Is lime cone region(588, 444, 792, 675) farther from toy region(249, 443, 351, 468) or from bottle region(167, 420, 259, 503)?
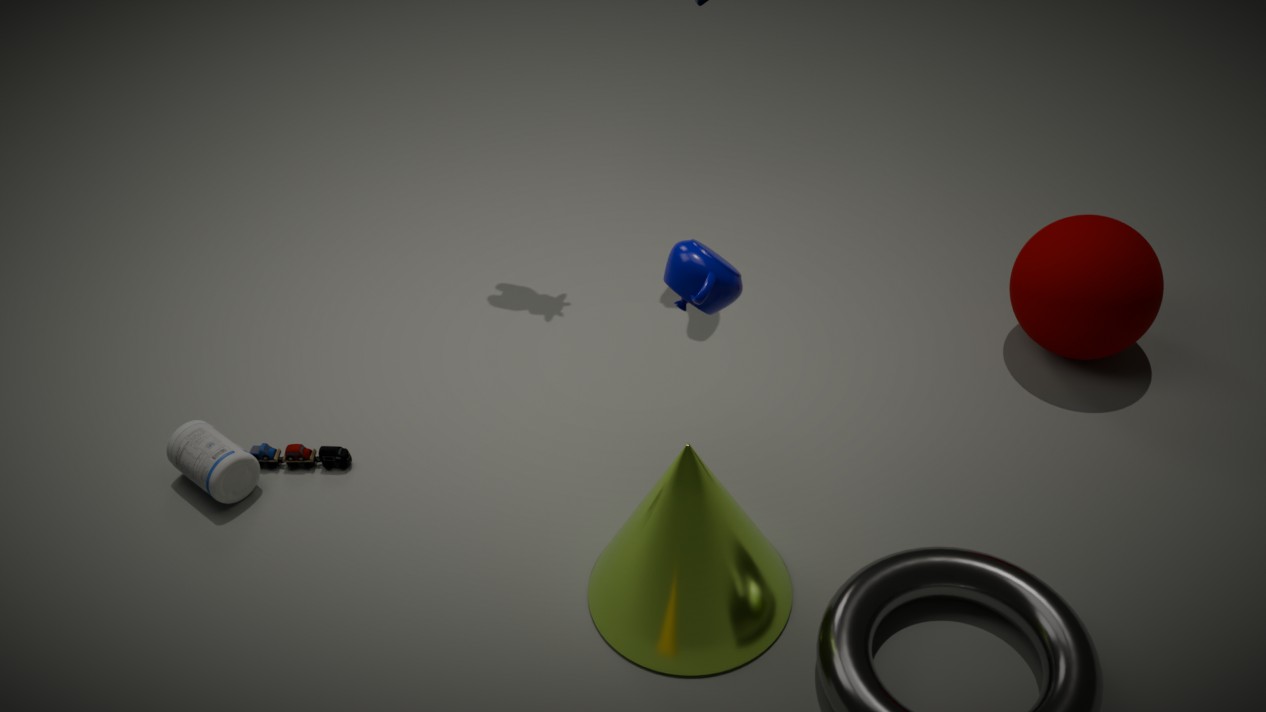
bottle region(167, 420, 259, 503)
